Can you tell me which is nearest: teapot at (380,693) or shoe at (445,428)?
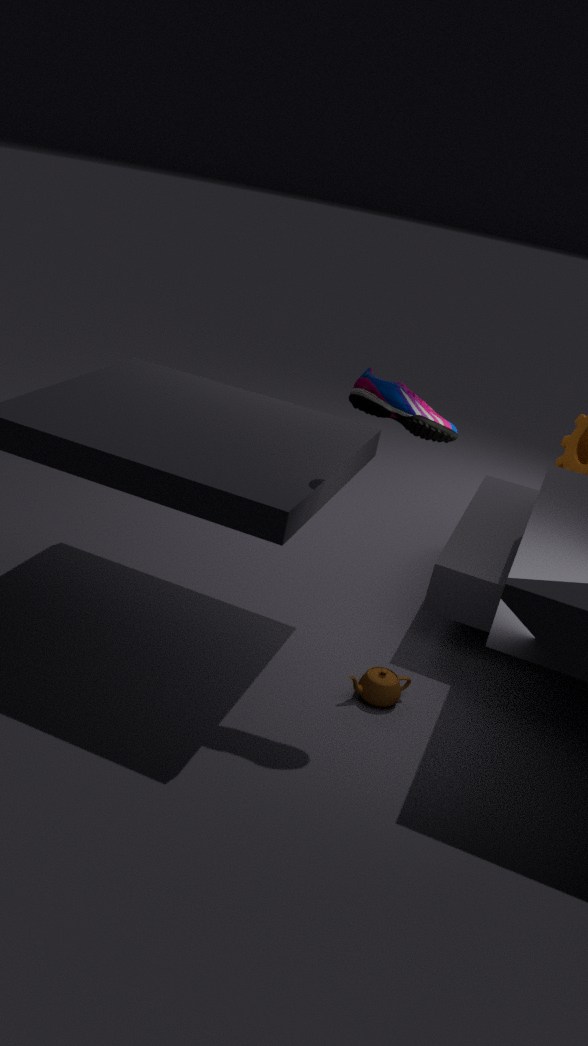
shoe at (445,428)
